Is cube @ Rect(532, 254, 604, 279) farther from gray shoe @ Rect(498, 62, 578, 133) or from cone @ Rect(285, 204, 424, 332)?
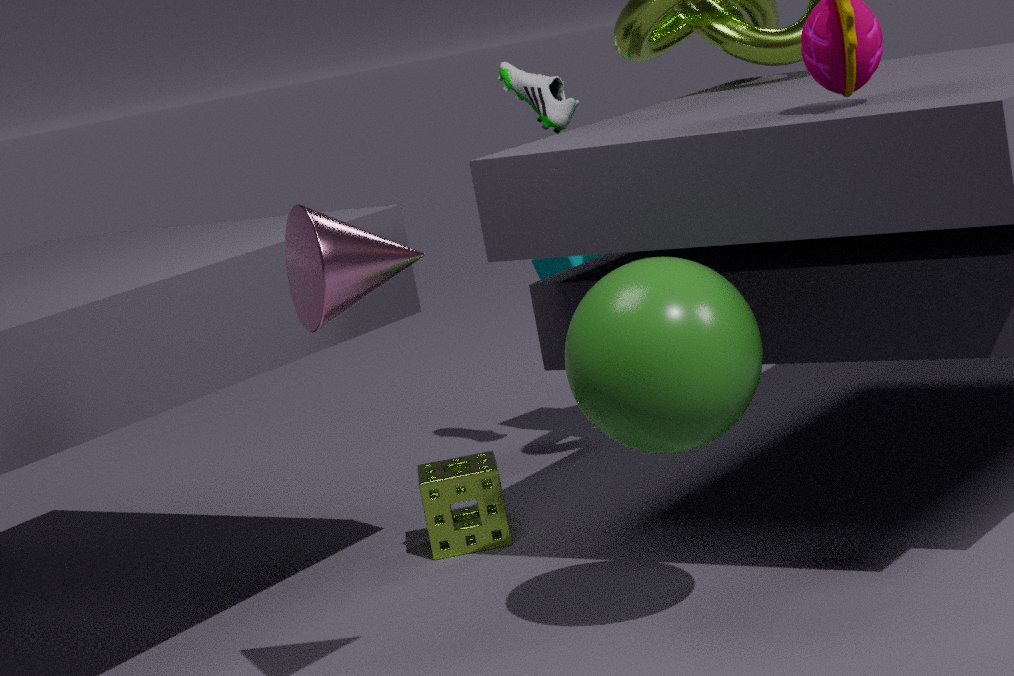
cone @ Rect(285, 204, 424, 332)
